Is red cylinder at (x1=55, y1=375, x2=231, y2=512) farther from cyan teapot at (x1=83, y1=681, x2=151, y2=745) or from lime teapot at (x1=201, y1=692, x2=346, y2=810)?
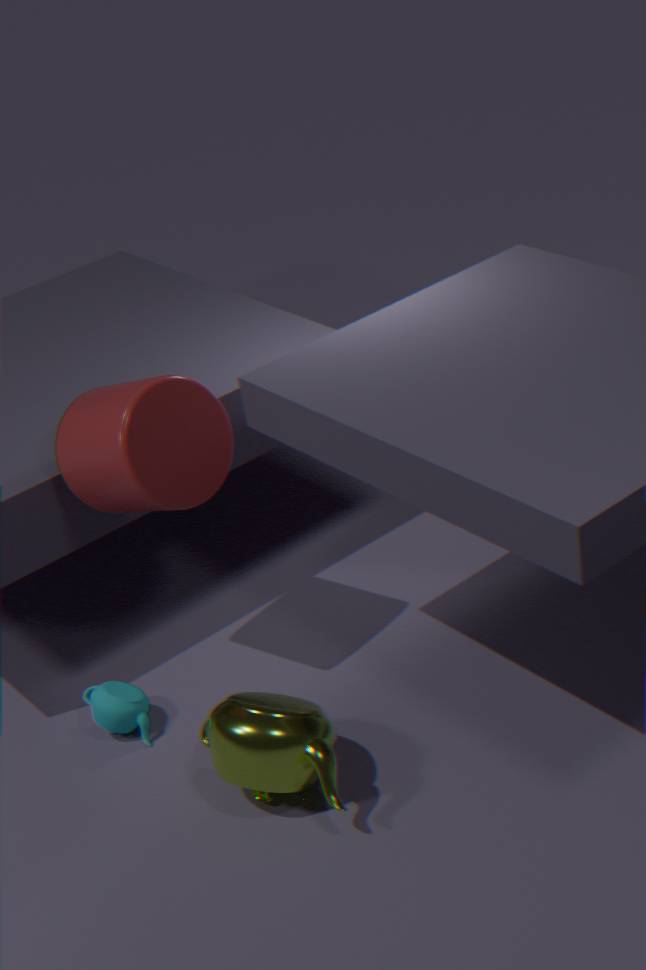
lime teapot at (x1=201, y1=692, x2=346, y2=810)
